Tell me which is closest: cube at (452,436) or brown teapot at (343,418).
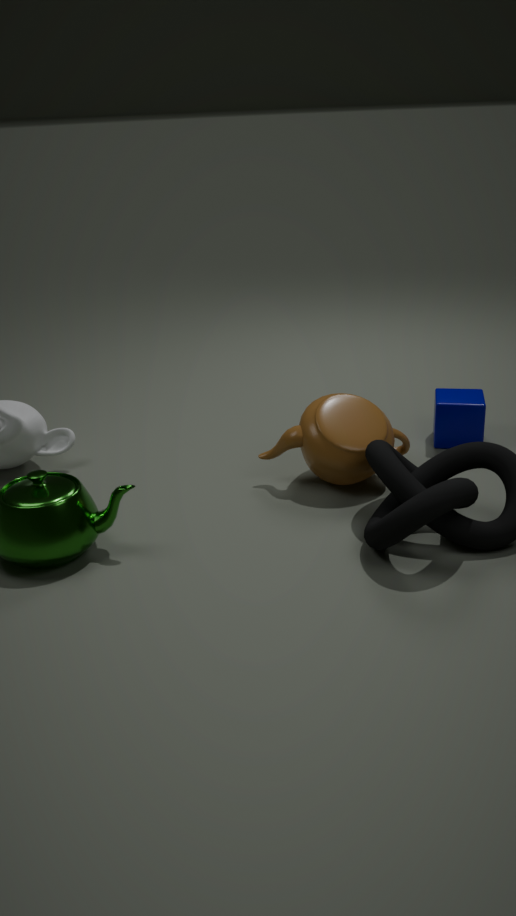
brown teapot at (343,418)
